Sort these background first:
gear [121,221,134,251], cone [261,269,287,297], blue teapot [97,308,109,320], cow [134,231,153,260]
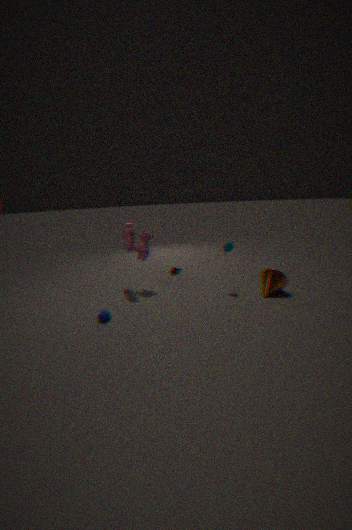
cow [134,231,153,260]
gear [121,221,134,251]
cone [261,269,287,297]
blue teapot [97,308,109,320]
